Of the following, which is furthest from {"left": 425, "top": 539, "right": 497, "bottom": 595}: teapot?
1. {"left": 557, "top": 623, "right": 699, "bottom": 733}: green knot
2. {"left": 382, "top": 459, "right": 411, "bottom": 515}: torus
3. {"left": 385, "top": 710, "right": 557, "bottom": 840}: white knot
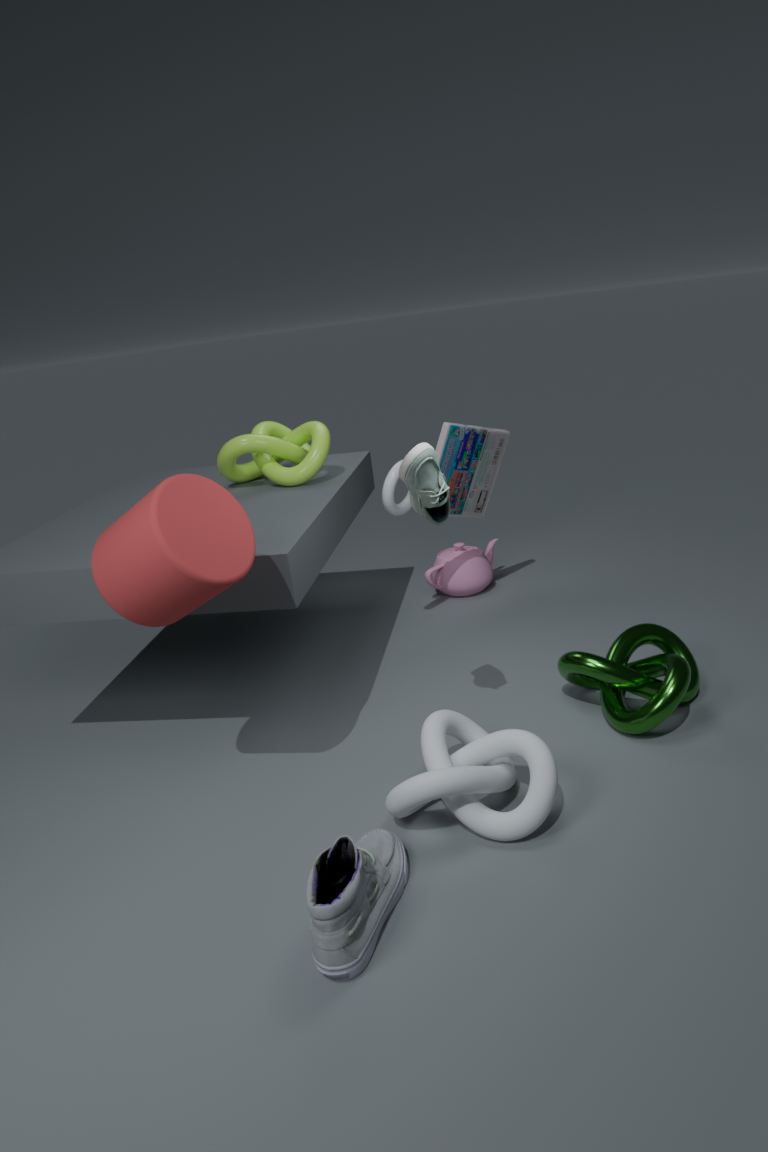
{"left": 385, "top": 710, "right": 557, "bottom": 840}: white knot
